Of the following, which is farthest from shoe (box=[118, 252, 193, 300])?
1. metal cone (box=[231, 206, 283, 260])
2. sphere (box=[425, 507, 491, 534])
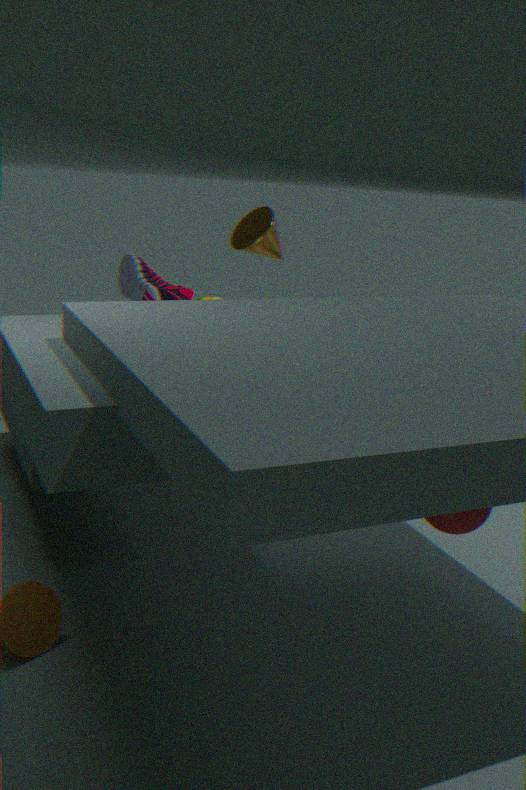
sphere (box=[425, 507, 491, 534])
